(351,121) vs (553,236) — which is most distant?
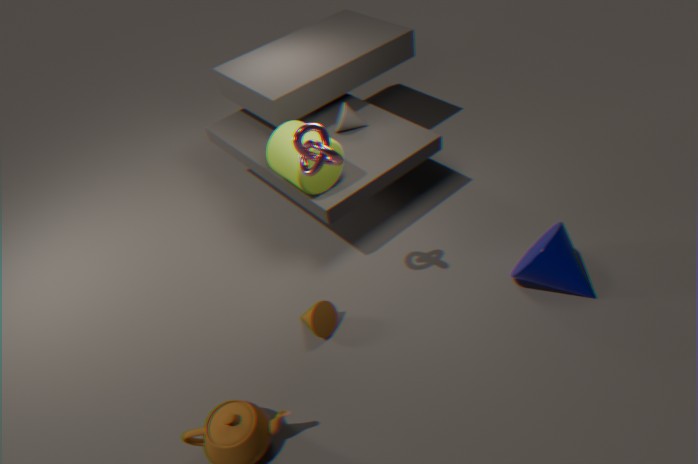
(351,121)
